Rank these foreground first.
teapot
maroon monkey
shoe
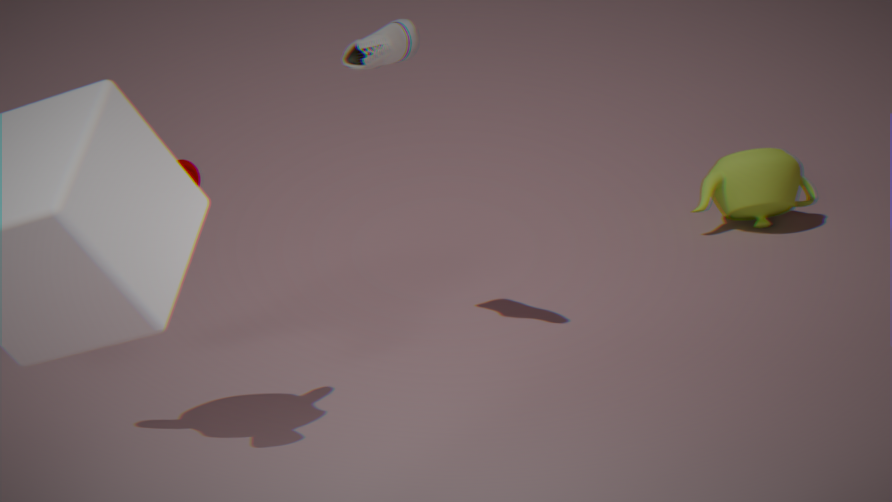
maroon monkey, shoe, teapot
